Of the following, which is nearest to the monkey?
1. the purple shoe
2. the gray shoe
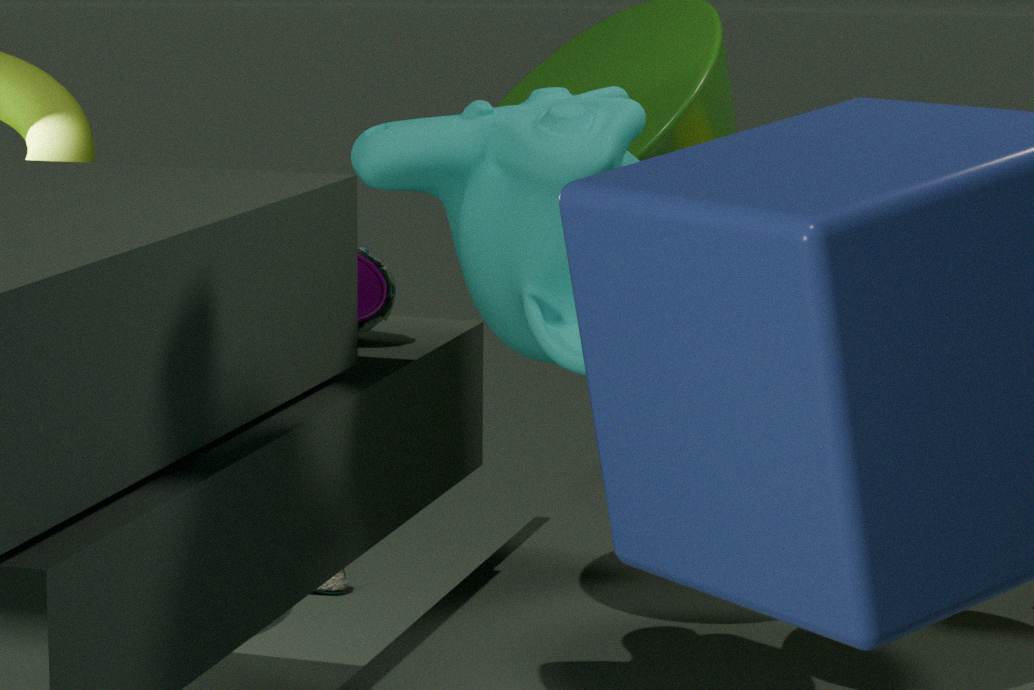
the purple shoe
